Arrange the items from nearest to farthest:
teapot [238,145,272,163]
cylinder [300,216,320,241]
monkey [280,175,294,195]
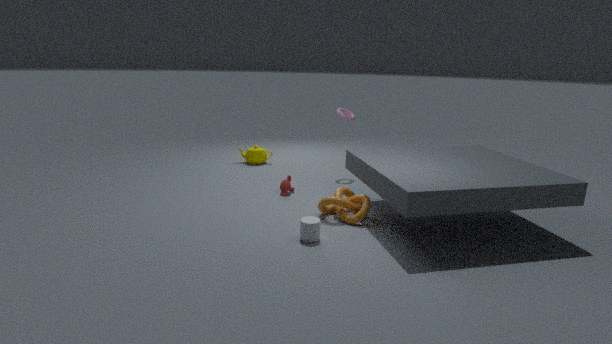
cylinder [300,216,320,241]
monkey [280,175,294,195]
teapot [238,145,272,163]
